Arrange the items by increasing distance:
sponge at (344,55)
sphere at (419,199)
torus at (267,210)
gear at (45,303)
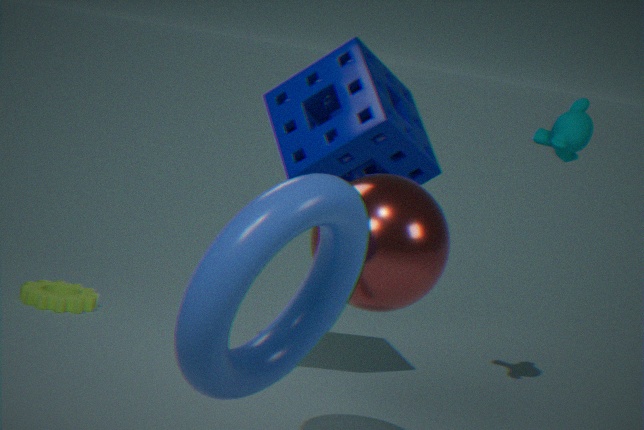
torus at (267,210) < sphere at (419,199) < sponge at (344,55) < gear at (45,303)
